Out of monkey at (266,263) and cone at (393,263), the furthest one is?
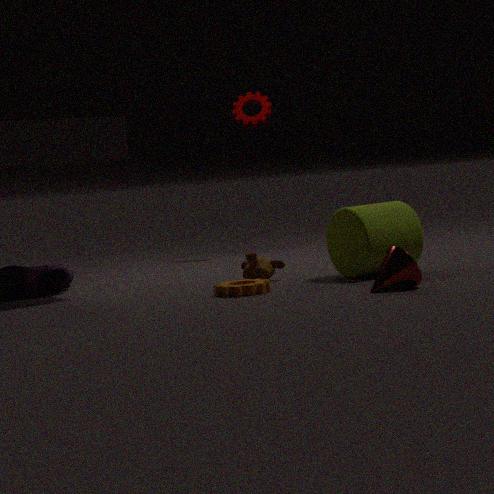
monkey at (266,263)
